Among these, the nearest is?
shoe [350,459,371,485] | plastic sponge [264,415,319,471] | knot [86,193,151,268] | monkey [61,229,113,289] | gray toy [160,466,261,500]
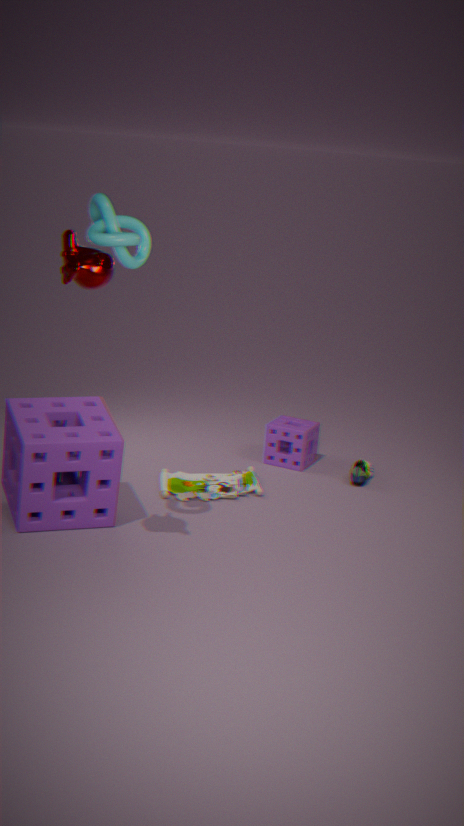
monkey [61,229,113,289]
